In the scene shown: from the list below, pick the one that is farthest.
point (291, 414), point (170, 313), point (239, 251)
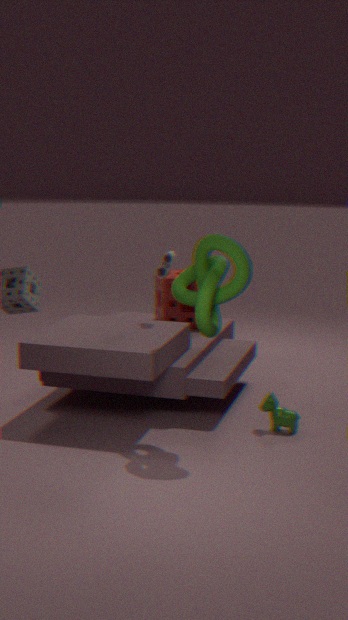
point (170, 313)
